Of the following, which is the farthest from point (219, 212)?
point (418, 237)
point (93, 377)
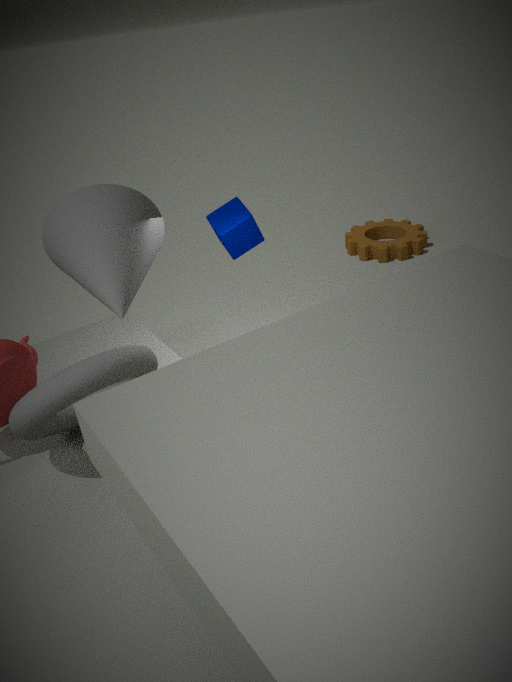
point (418, 237)
